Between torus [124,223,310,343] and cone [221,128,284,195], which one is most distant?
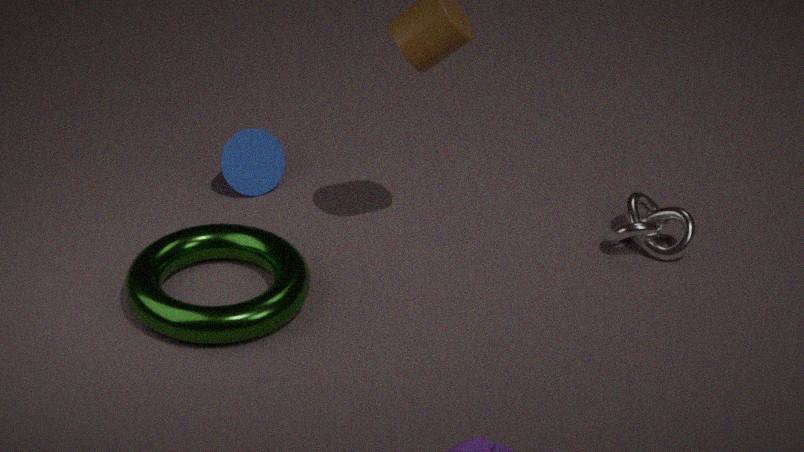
cone [221,128,284,195]
